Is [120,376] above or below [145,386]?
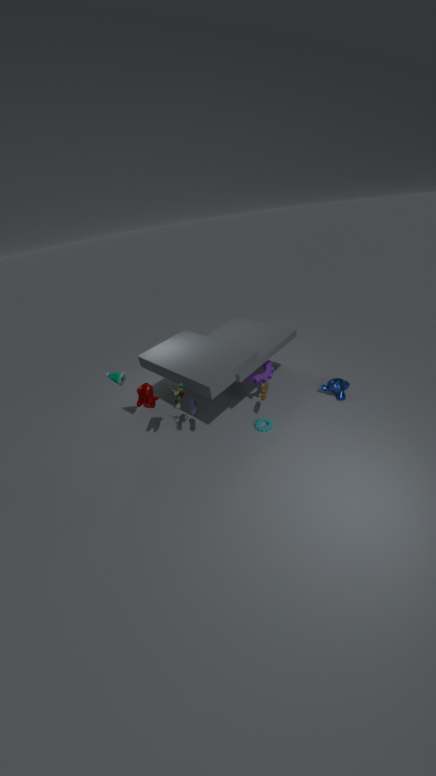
above
